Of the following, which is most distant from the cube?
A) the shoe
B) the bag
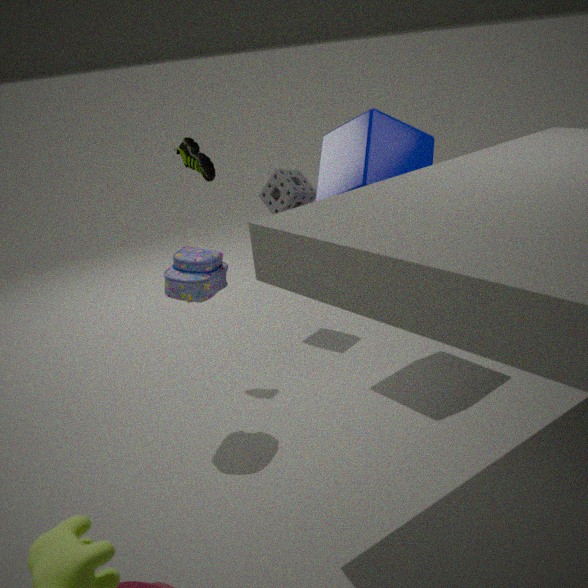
the bag
